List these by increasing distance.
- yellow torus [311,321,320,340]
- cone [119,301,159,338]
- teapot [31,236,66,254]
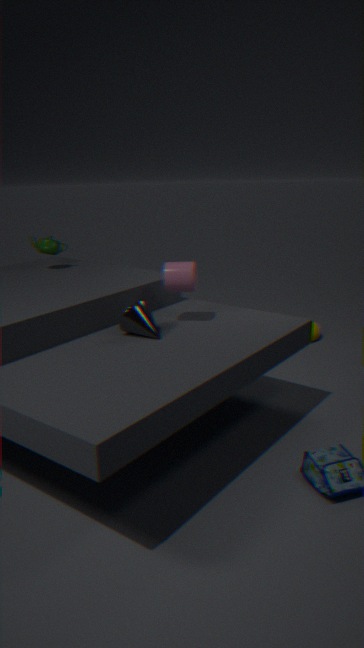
cone [119,301,159,338] → teapot [31,236,66,254] → yellow torus [311,321,320,340]
